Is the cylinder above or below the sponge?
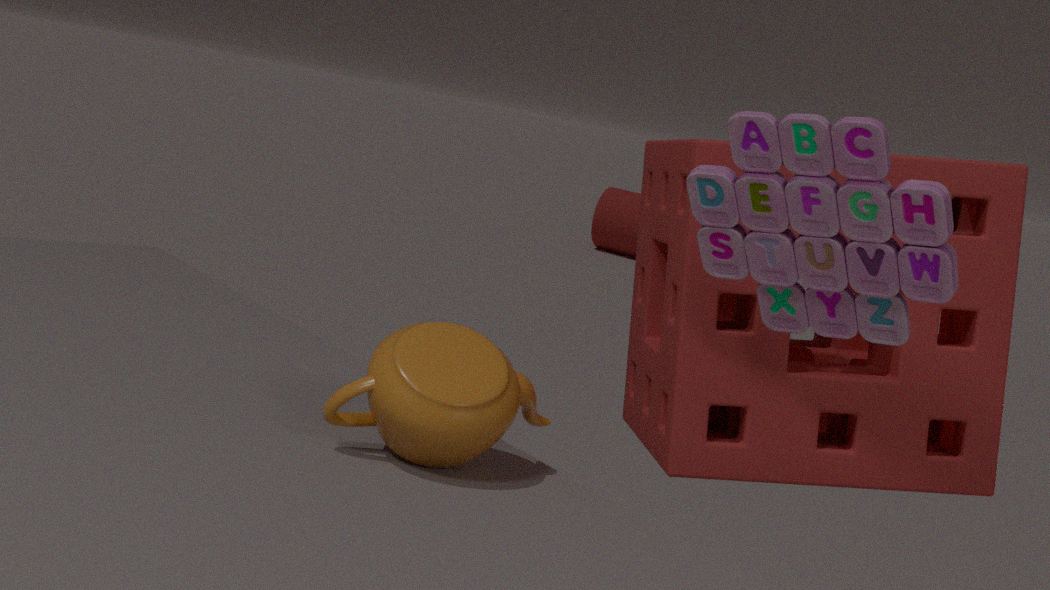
below
